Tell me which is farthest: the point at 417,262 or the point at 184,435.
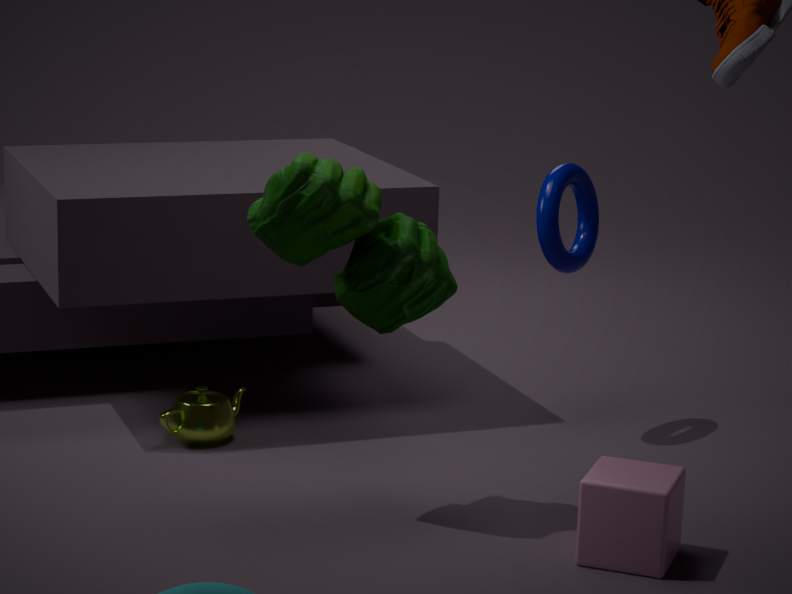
the point at 184,435
